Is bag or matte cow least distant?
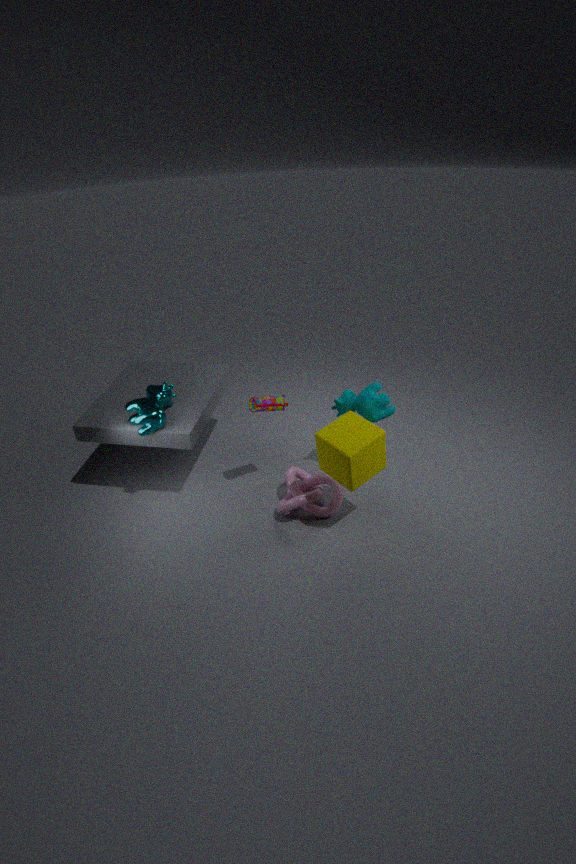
bag
